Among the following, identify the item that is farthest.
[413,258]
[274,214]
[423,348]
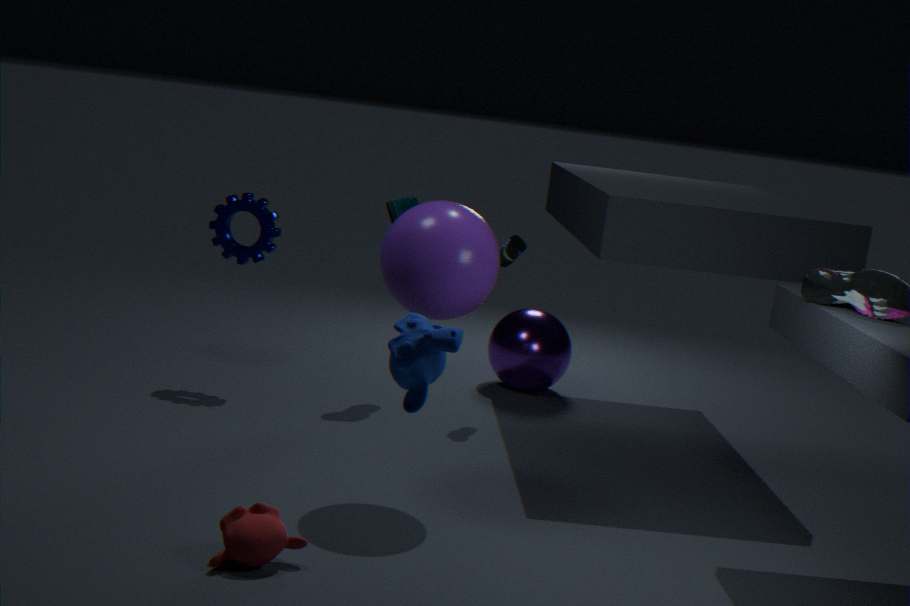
[274,214]
